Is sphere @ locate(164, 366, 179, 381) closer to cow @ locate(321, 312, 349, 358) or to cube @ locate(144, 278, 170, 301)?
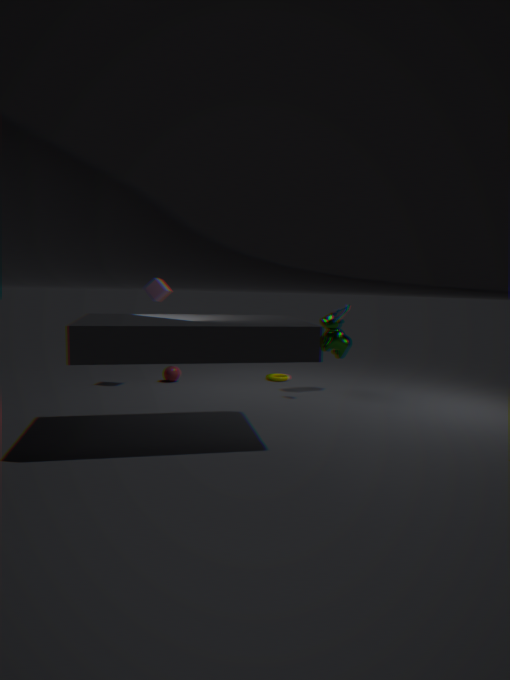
cube @ locate(144, 278, 170, 301)
